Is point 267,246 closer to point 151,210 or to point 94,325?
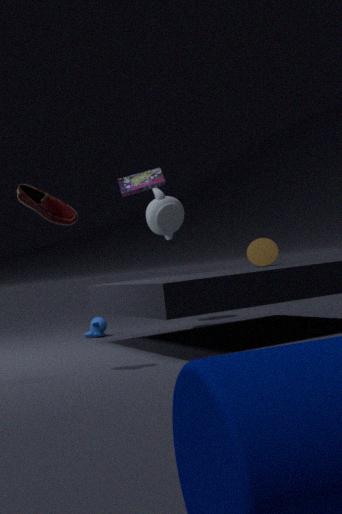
point 151,210
